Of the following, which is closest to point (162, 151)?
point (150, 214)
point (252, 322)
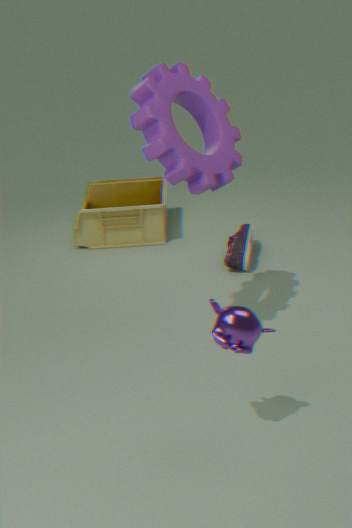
point (252, 322)
